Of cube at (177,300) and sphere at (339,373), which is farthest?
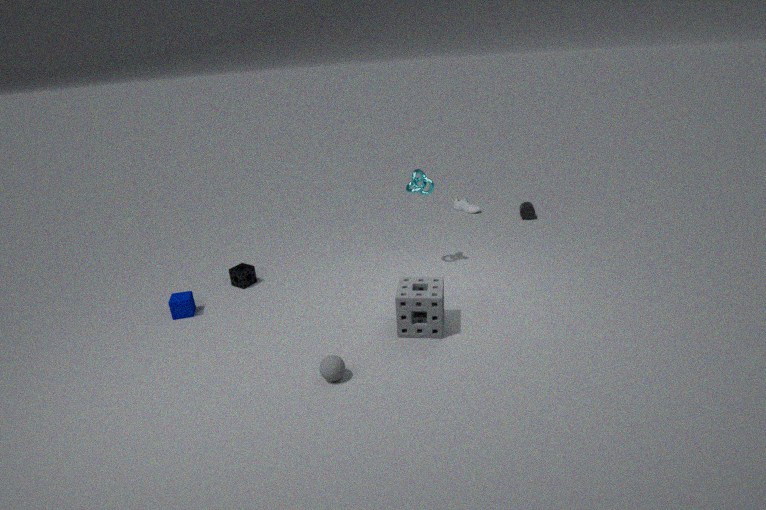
cube at (177,300)
